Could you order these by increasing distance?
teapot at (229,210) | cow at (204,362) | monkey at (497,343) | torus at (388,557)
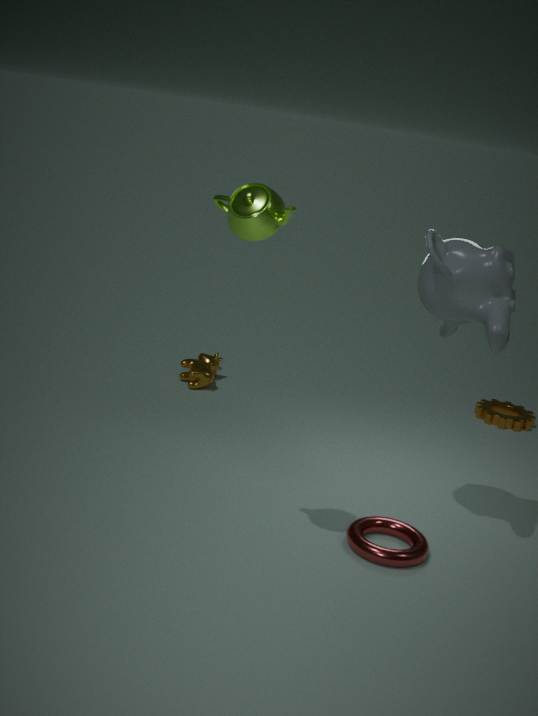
teapot at (229,210) → monkey at (497,343) → torus at (388,557) → cow at (204,362)
